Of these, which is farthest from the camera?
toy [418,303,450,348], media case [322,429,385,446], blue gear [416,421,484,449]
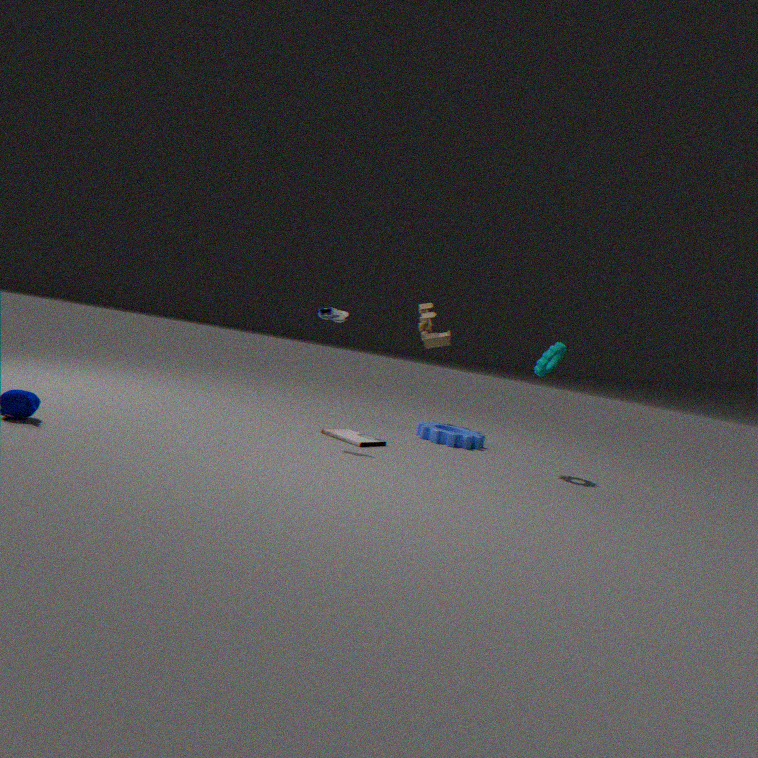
toy [418,303,450,348]
